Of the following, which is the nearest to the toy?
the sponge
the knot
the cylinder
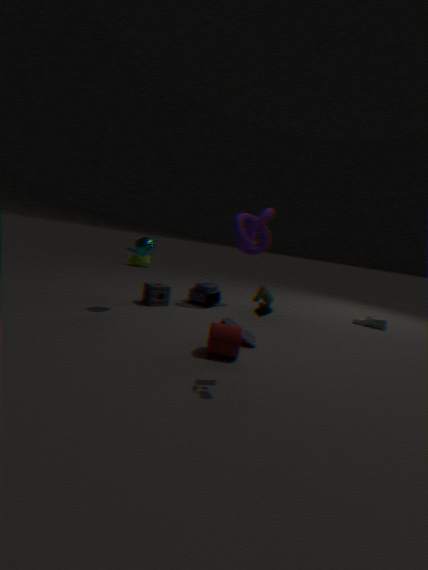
the cylinder
